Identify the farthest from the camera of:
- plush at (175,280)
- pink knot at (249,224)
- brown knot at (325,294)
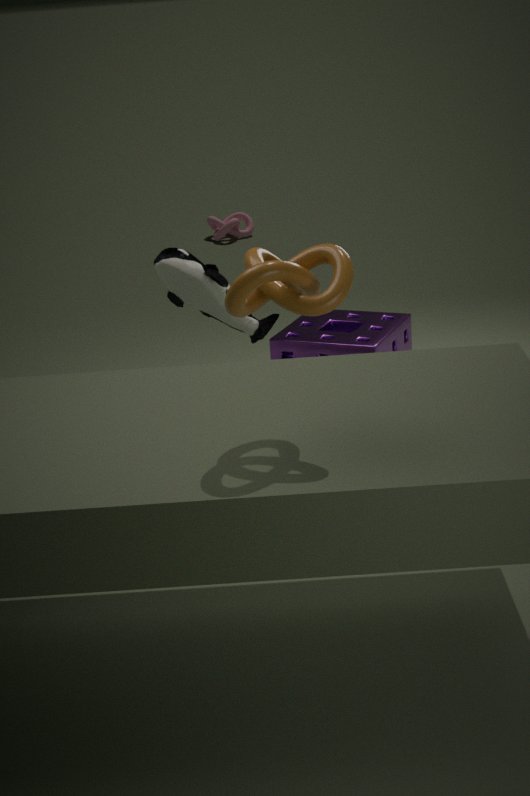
pink knot at (249,224)
